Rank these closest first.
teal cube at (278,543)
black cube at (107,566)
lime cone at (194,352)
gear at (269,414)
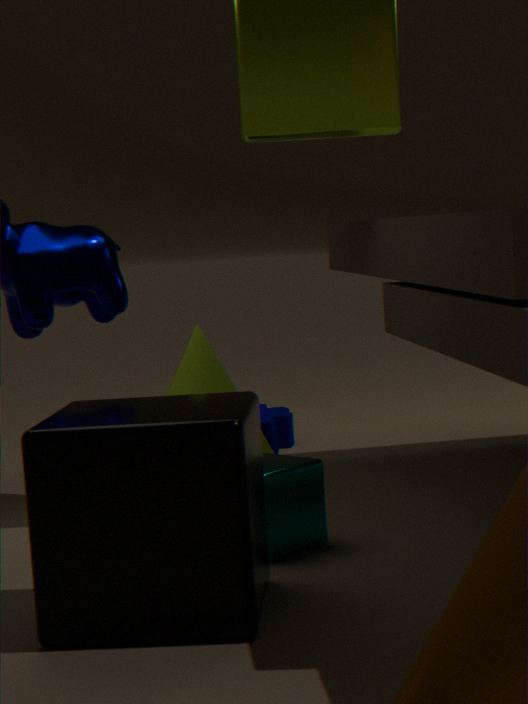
black cube at (107,566) < teal cube at (278,543) < lime cone at (194,352) < gear at (269,414)
